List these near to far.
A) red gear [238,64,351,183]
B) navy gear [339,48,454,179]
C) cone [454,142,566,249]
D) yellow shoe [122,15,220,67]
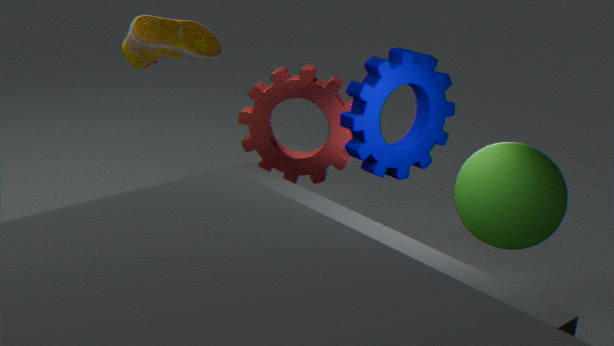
cone [454,142,566,249]
navy gear [339,48,454,179]
red gear [238,64,351,183]
yellow shoe [122,15,220,67]
